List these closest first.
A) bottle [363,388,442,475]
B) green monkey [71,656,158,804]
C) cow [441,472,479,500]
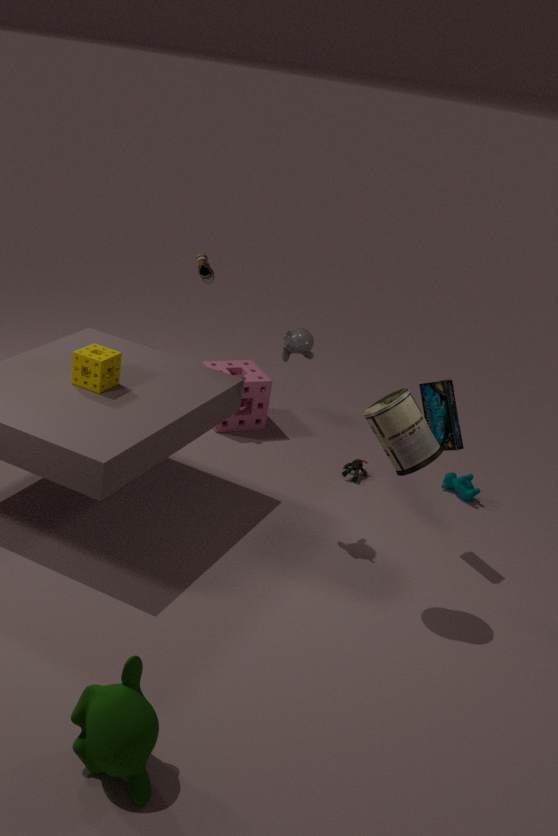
1. green monkey [71,656,158,804]
2. bottle [363,388,442,475]
3. cow [441,472,479,500]
